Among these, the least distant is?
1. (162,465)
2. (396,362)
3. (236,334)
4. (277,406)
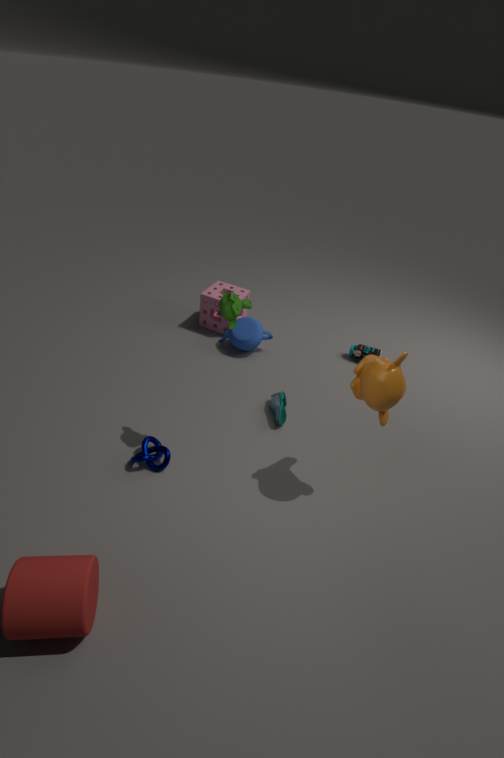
(396,362)
